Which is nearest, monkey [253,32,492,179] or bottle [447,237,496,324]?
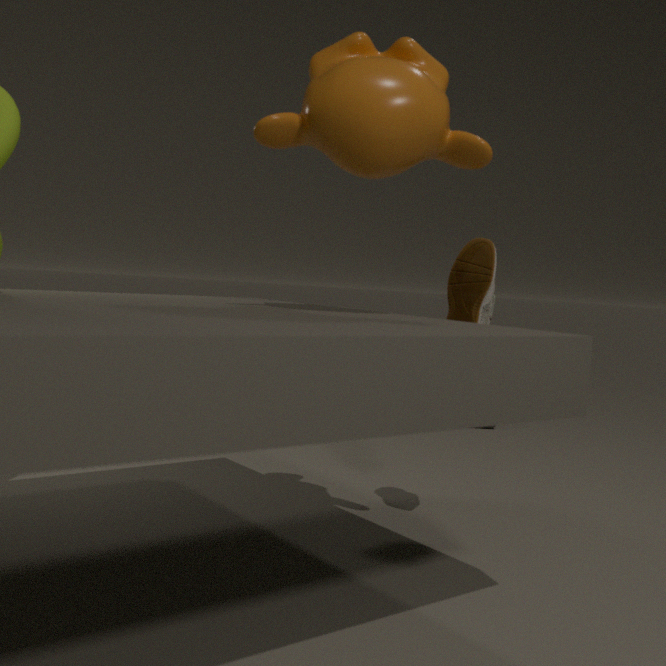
monkey [253,32,492,179]
